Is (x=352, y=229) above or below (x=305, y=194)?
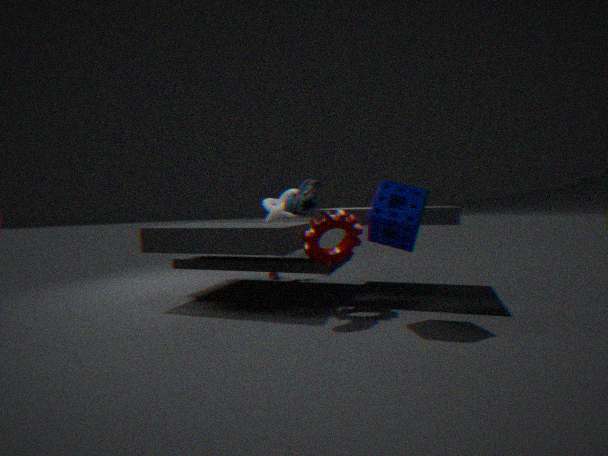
below
